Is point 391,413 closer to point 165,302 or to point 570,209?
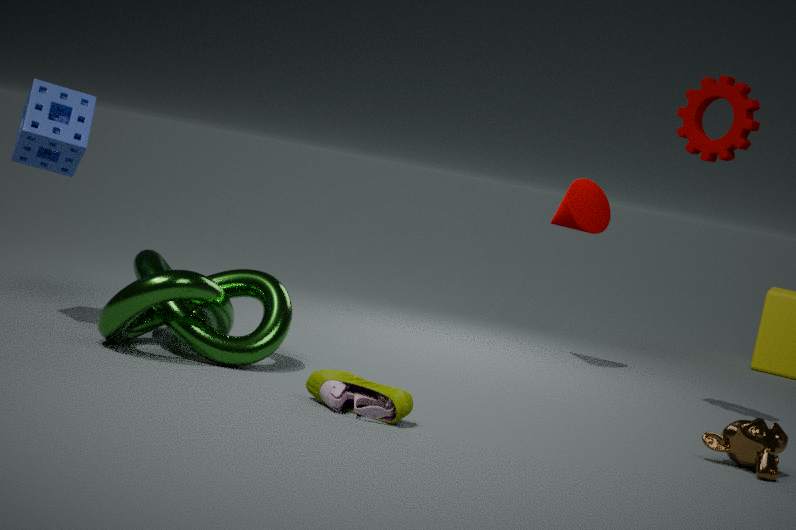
point 165,302
